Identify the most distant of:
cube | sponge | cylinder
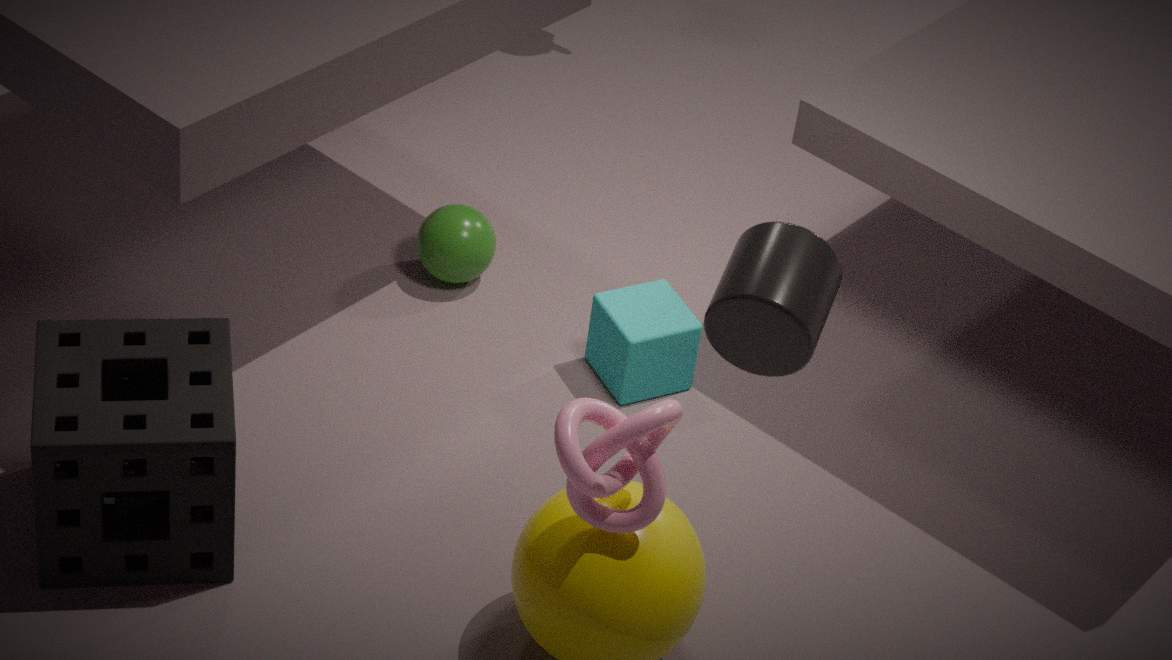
cube
